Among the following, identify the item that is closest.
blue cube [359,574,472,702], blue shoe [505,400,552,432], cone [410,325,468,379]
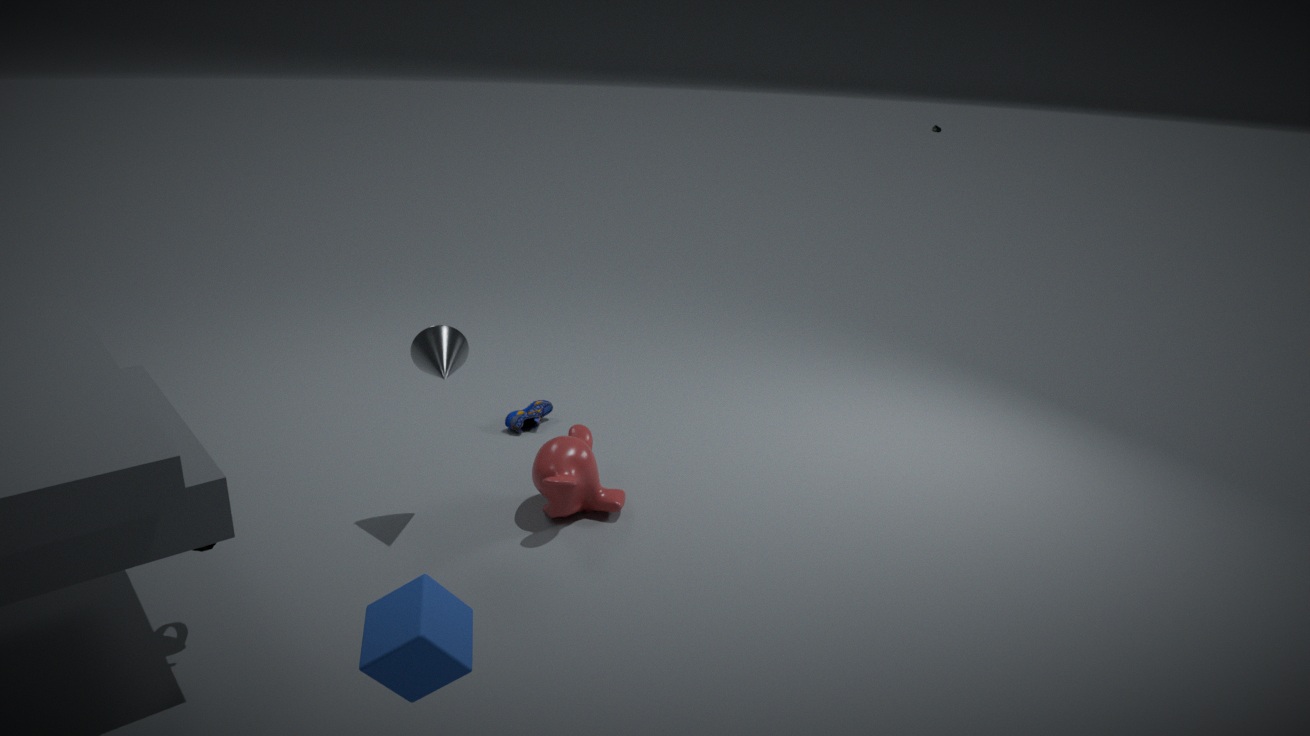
blue cube [359,574,472,702]
